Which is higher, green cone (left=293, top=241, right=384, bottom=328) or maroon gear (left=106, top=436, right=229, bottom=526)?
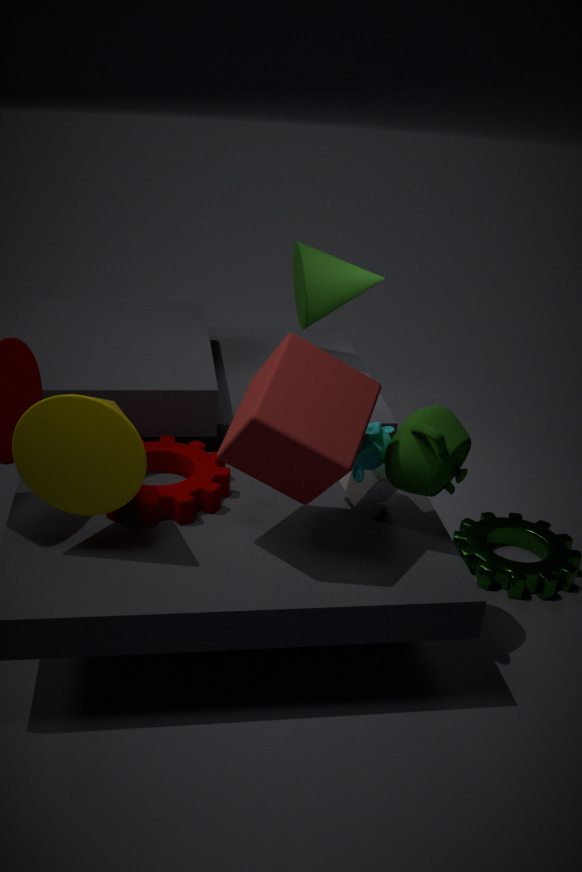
green cone (left=293, top=241, right=384, bottom=328)
